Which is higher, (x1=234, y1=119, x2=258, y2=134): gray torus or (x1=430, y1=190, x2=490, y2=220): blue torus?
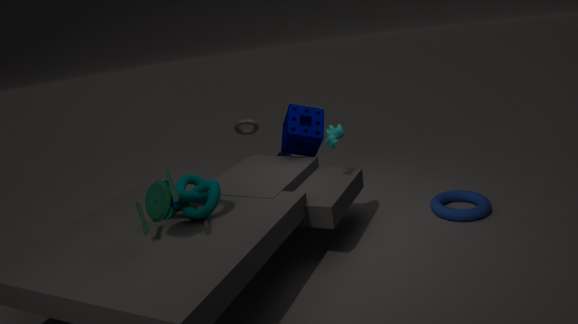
(x1=234, y1=119, x2=258, y2=134): gray torus
